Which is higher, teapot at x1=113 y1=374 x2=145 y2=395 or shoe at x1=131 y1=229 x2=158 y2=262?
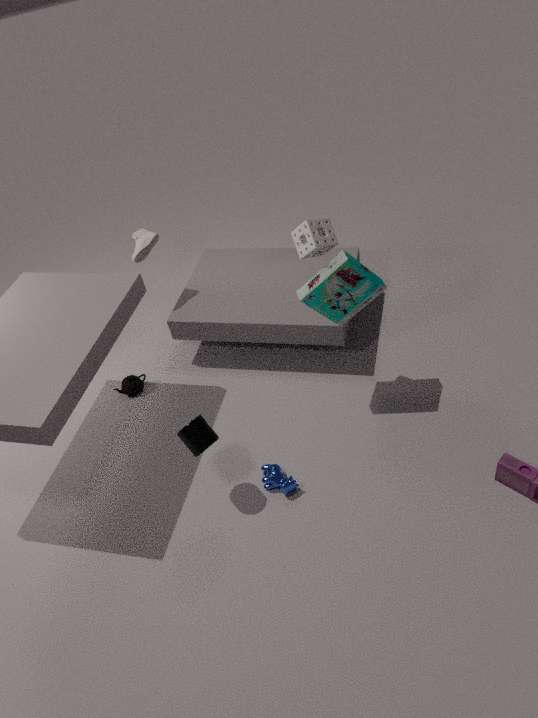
shoe at x1=131 y1=229 x2=158 y2=262
